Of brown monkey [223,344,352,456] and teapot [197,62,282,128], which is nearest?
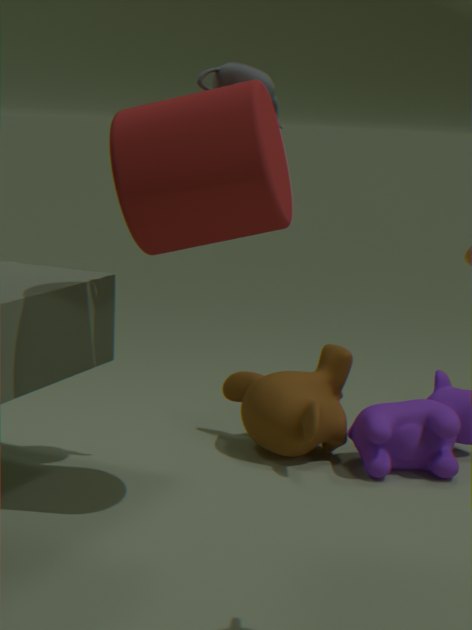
teapot [197,62,282,128]
